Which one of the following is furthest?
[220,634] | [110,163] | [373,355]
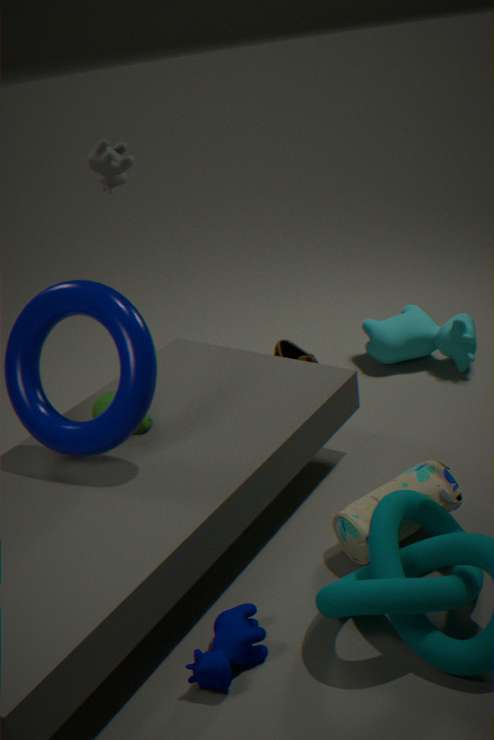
[373,355]
